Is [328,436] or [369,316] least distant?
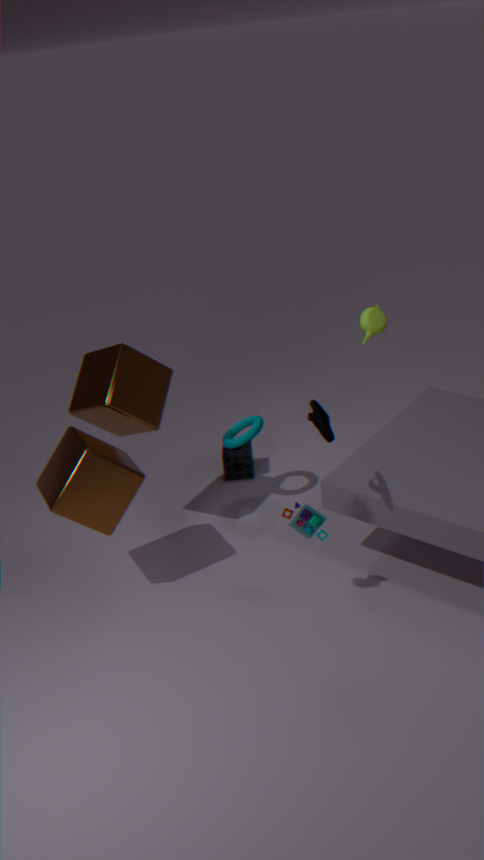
[328,436]
